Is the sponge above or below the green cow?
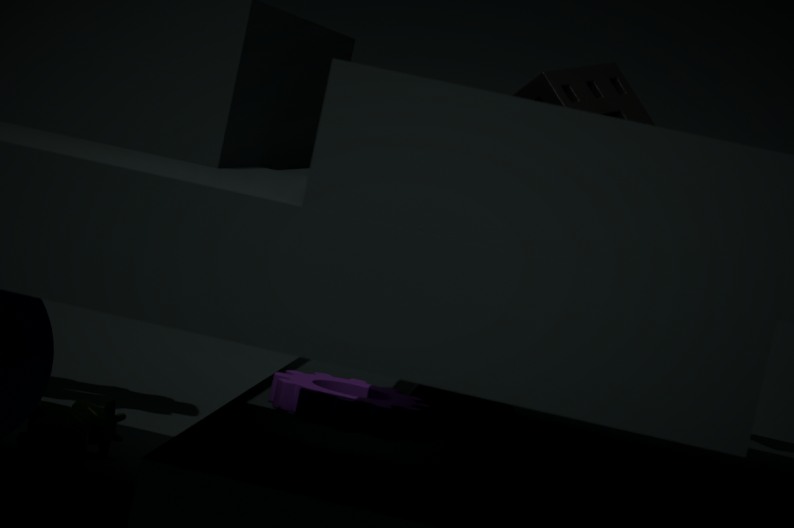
above
